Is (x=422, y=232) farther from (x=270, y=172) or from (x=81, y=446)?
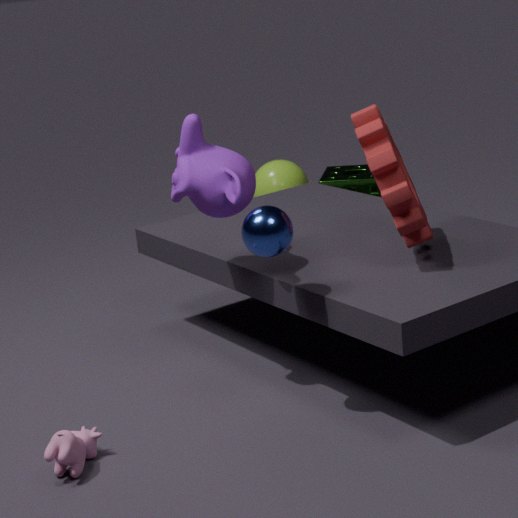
(x=270, y=172)
